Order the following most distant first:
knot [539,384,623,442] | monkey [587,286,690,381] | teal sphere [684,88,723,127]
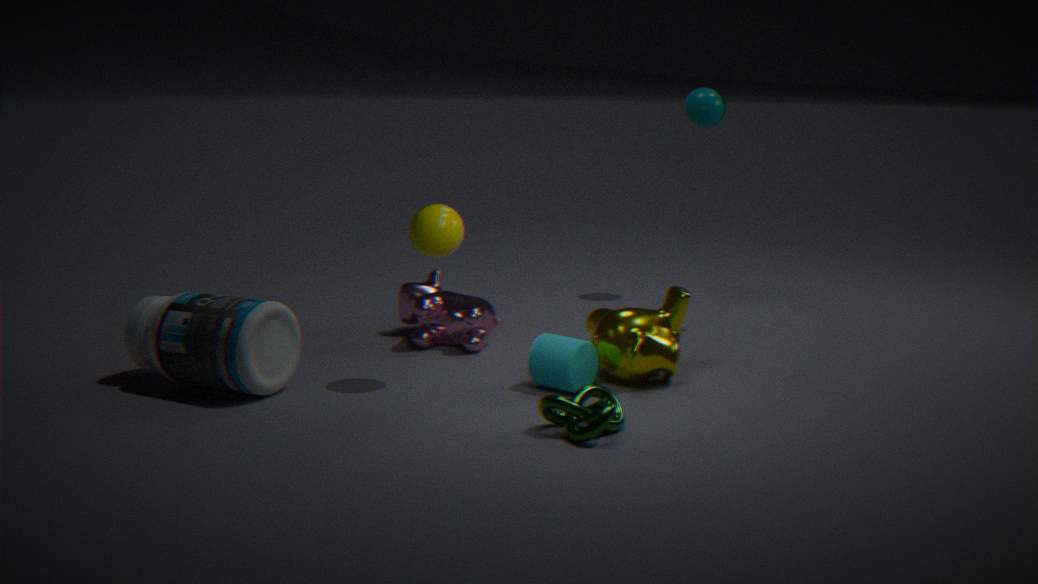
teal sphere [684,88,723,127] → monkey [587,286,690,381] → knot [539,384,623,442]
